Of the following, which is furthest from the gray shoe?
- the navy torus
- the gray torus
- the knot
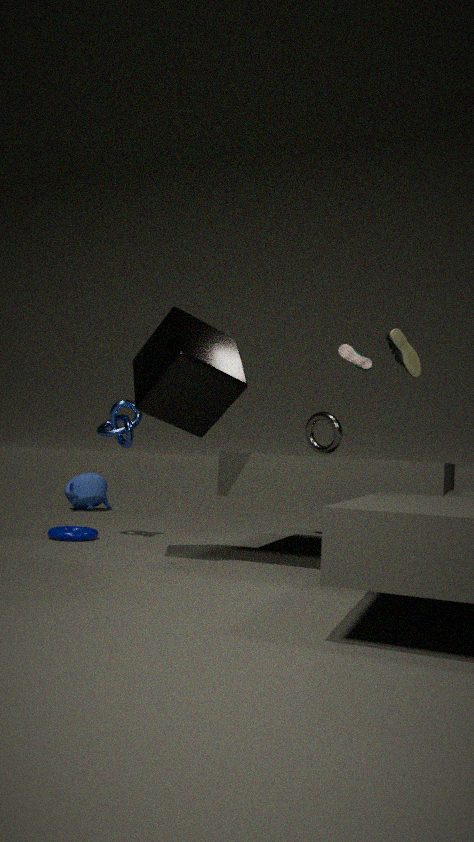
the navy torus
